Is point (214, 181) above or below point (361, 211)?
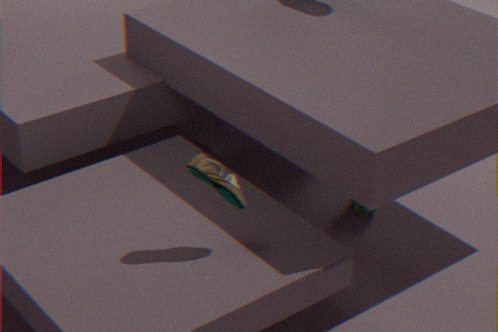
above
